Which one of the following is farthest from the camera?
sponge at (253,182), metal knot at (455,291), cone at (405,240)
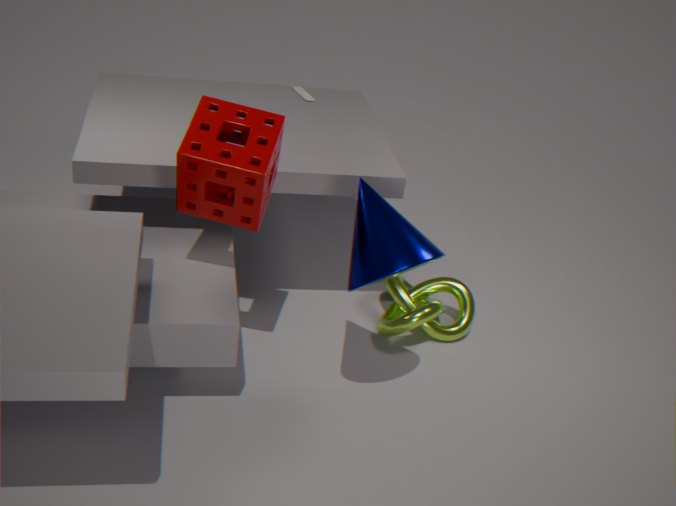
metal knot at (455,291)
